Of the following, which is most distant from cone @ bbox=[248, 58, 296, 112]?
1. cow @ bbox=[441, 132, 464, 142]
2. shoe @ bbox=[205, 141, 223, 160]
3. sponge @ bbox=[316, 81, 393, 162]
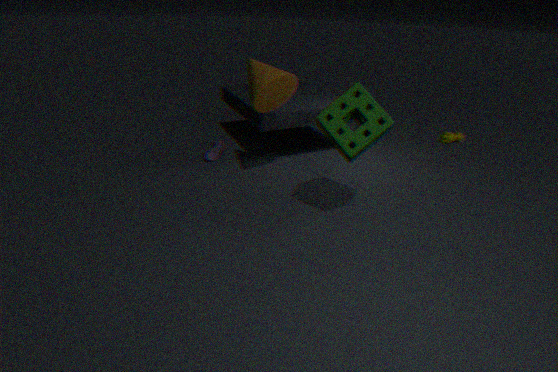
cow @ bbox=[441, 132, 464, 142]
